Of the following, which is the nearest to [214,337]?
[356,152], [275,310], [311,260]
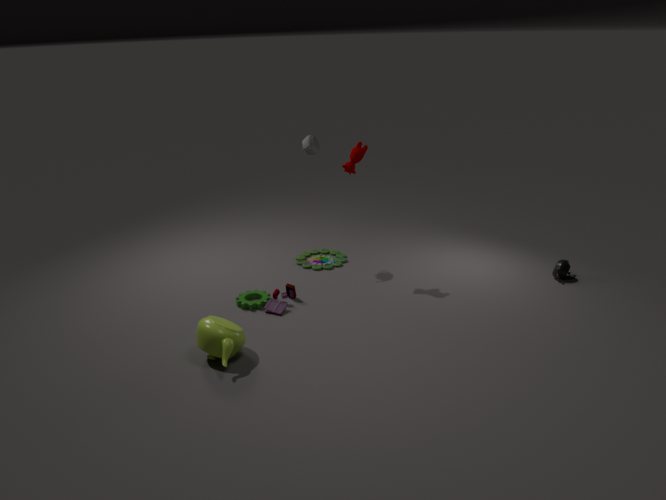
[275,310]
